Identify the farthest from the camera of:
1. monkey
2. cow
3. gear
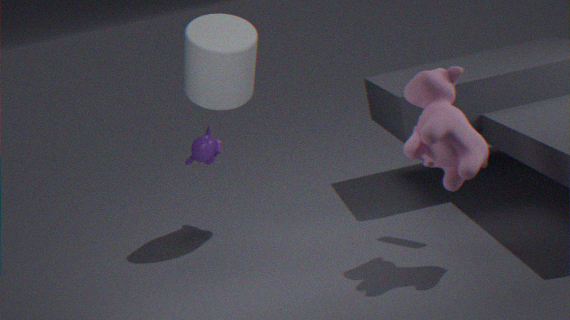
monkey
